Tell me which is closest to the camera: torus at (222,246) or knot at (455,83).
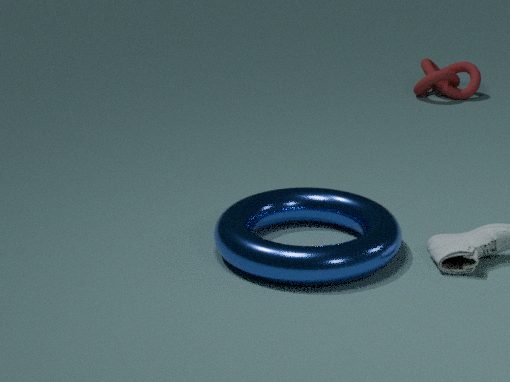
torus at (222,246)
